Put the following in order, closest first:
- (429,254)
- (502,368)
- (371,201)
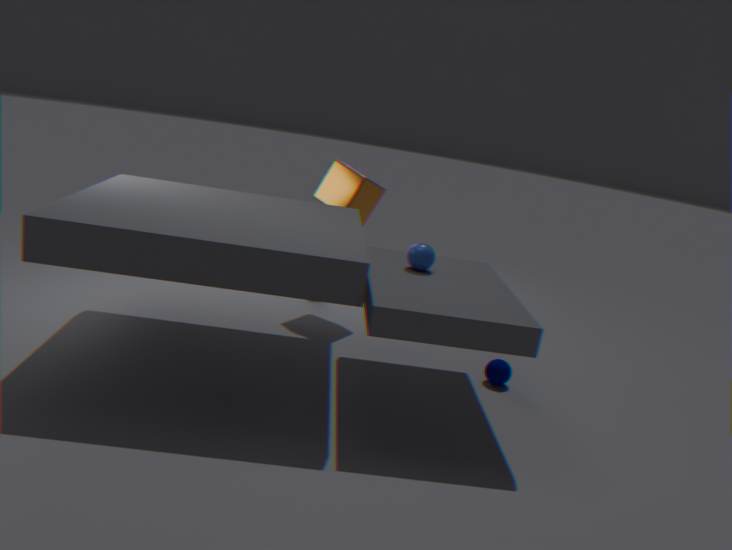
(429,254) < (502,368) < (371,201)
